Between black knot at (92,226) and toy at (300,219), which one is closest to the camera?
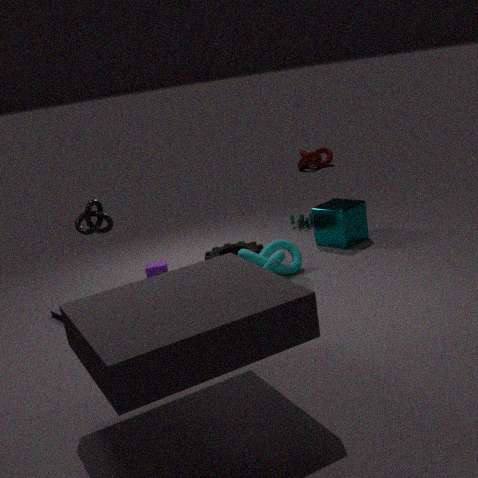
black knot at (92,226)
